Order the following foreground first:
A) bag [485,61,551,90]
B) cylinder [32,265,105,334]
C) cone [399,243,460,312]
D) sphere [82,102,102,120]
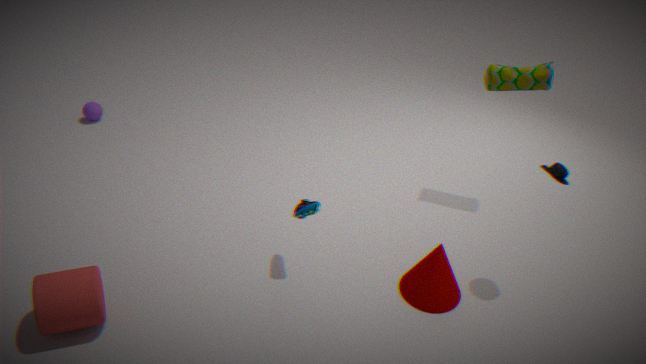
cylinder [32,265,105,334] → cone [399,243,460,312] → bag [485,61,551,90] → sphere [82,102,102,120]
